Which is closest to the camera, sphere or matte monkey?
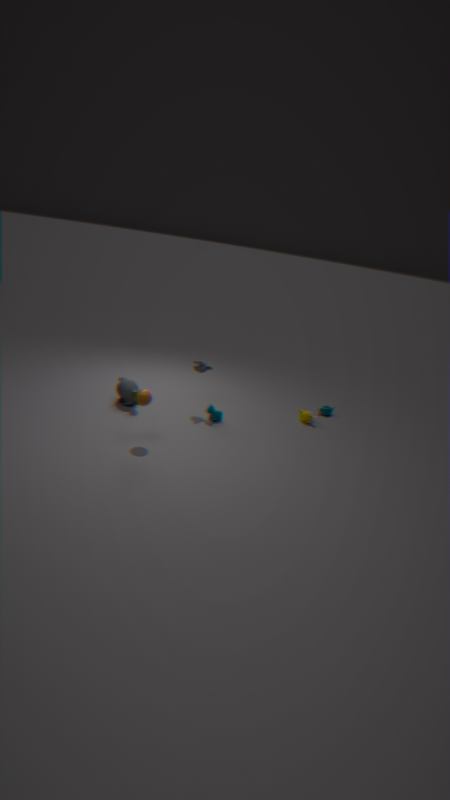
sphere
